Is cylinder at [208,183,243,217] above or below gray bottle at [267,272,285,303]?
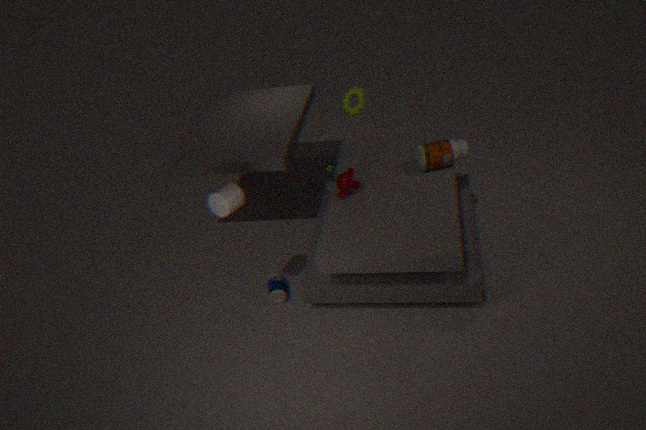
above
